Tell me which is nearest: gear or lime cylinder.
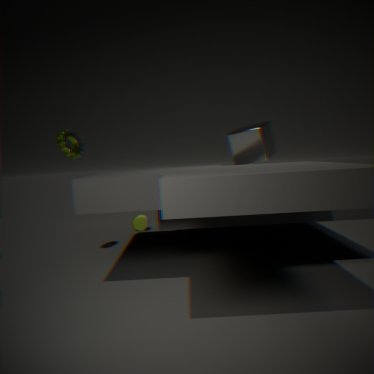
gear
